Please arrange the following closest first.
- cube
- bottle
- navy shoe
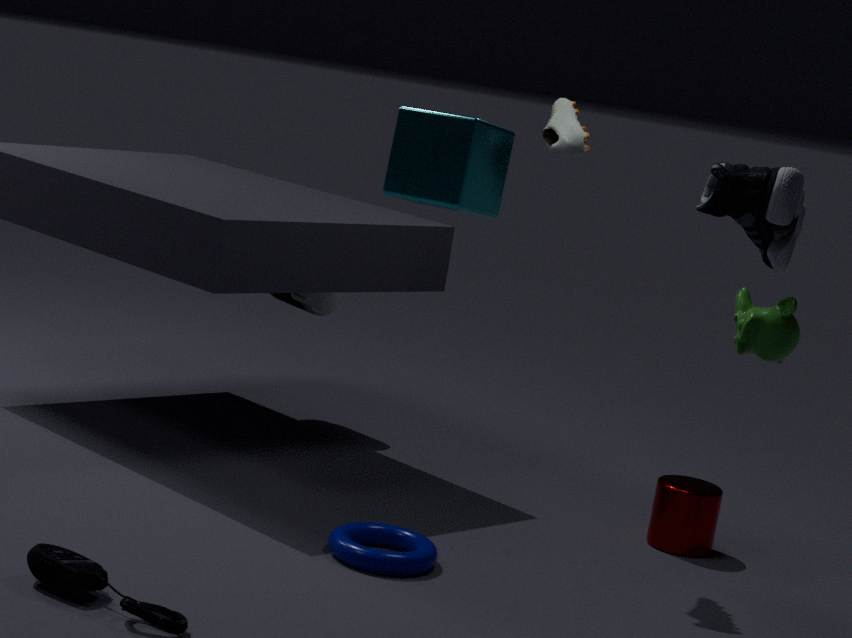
cube < navy shoe < bottle
